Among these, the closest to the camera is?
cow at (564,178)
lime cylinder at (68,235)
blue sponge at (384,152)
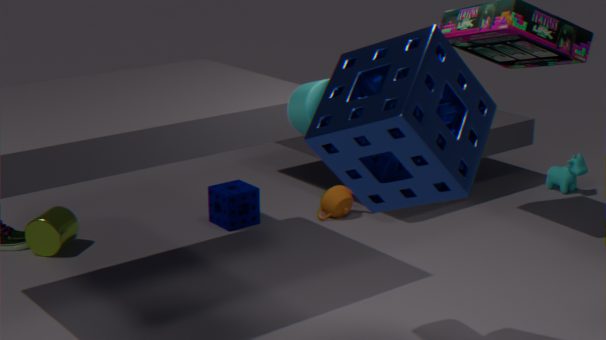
blue sponge at (384,152)
